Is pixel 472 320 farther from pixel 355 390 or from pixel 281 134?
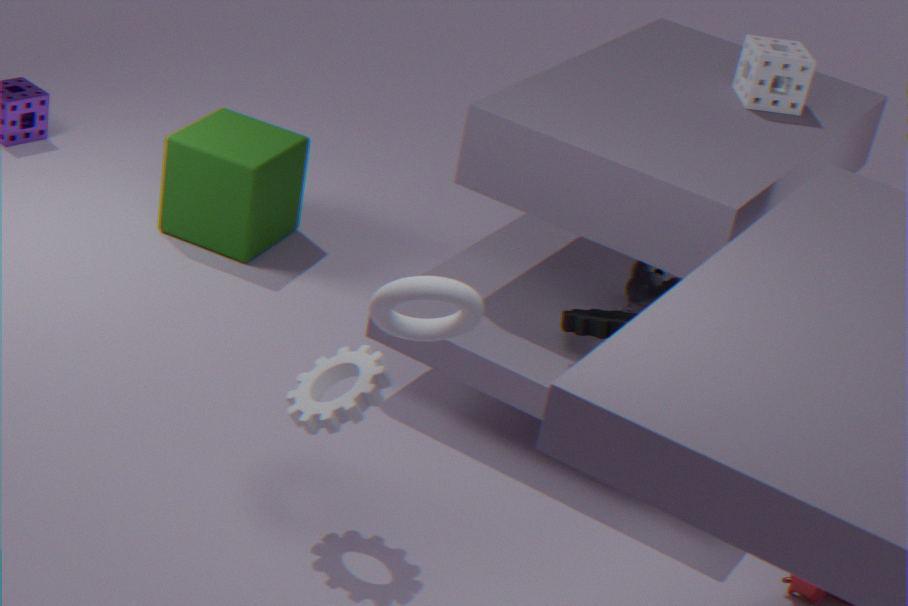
pixel 281 134
